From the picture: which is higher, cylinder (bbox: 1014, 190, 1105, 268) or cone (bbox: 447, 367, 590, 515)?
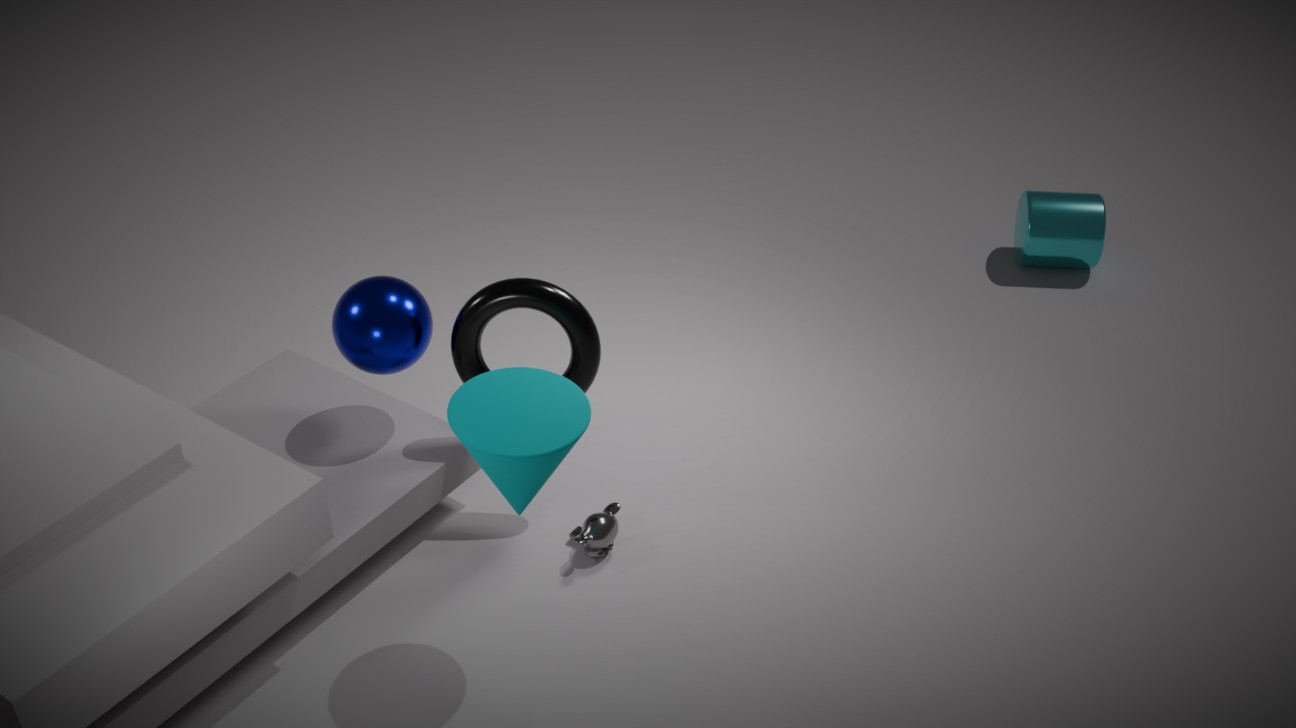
cone (bbox: 447, 367, 590, 515)
